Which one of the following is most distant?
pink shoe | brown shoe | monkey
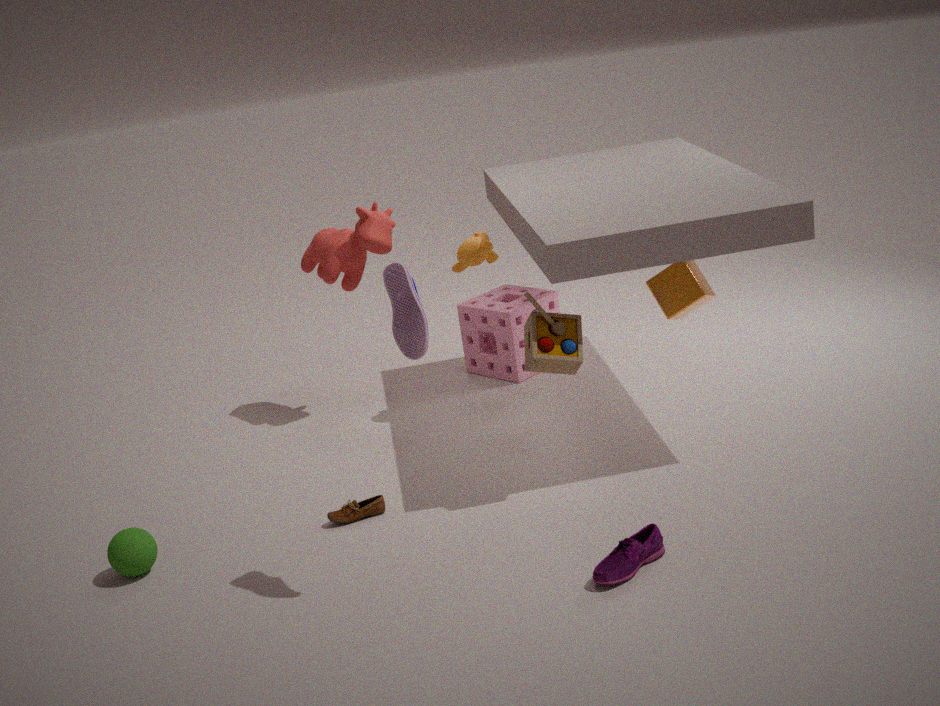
monkey
